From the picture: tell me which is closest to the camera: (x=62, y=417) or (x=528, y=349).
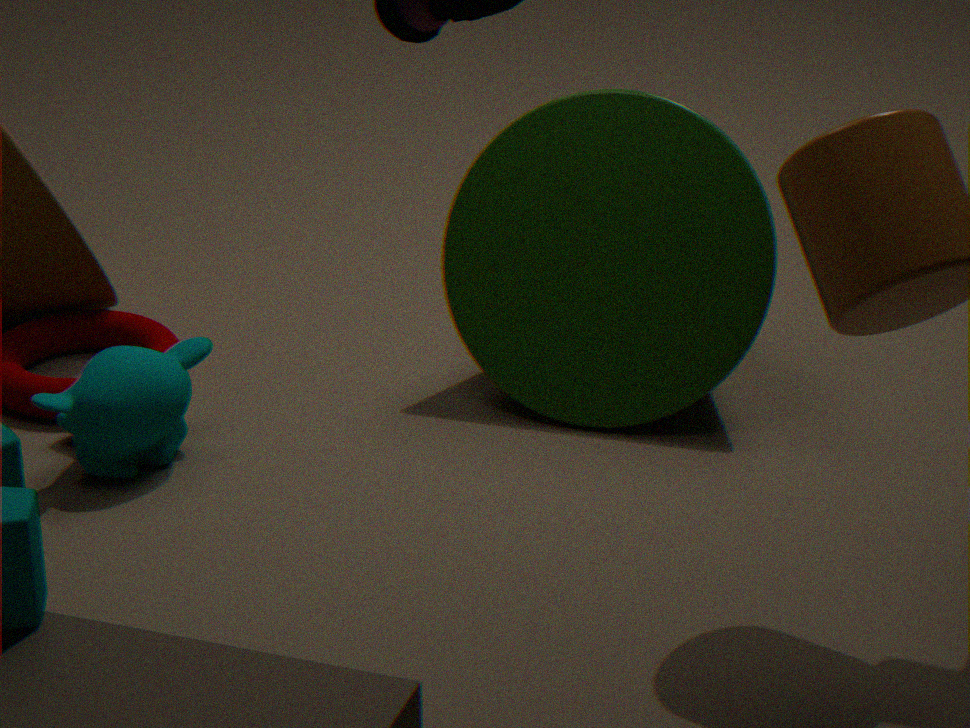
(x=62, y=417)
